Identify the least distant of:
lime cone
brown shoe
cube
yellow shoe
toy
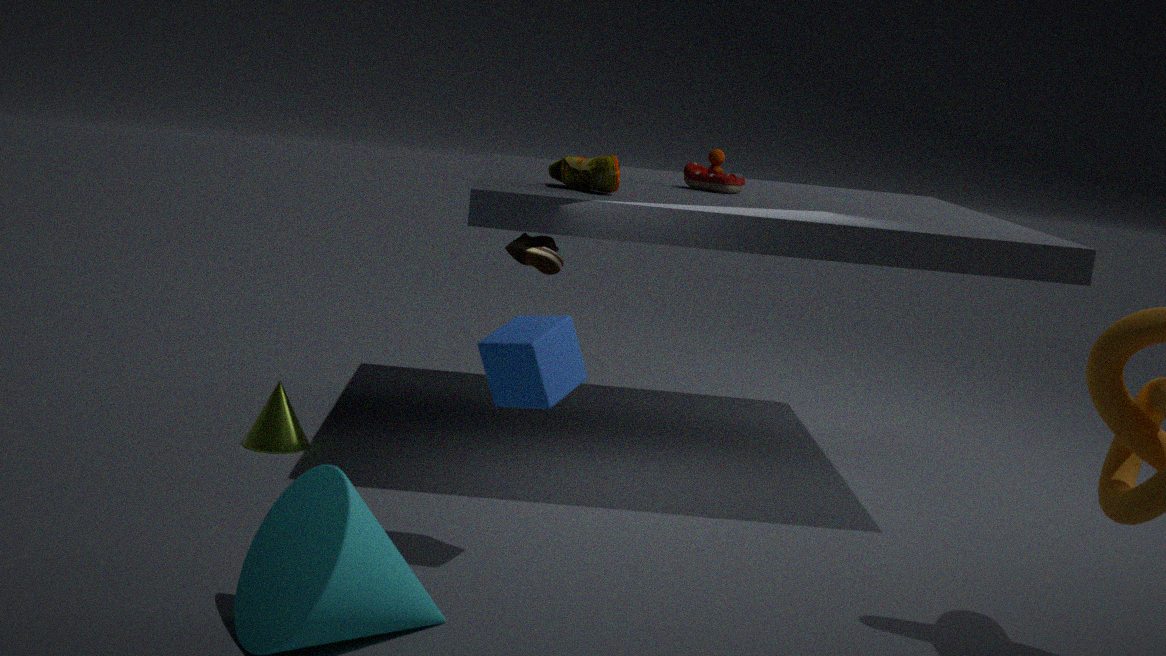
cube
